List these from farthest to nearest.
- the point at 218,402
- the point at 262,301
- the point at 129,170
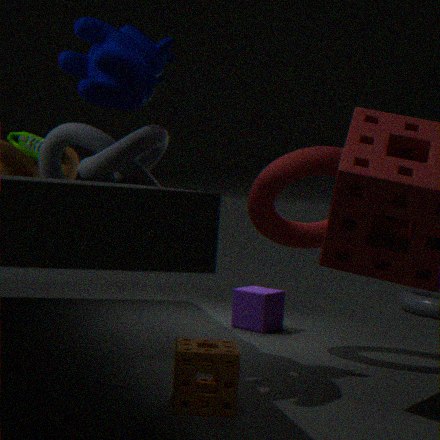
the point at 262,301, the point at 129,170, the point at 218,402
